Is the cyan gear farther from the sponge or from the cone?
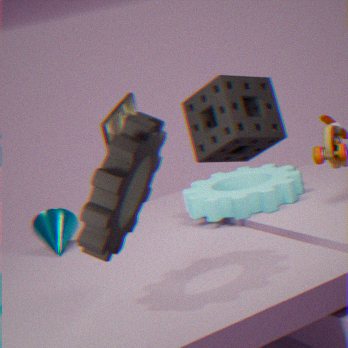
the cone
